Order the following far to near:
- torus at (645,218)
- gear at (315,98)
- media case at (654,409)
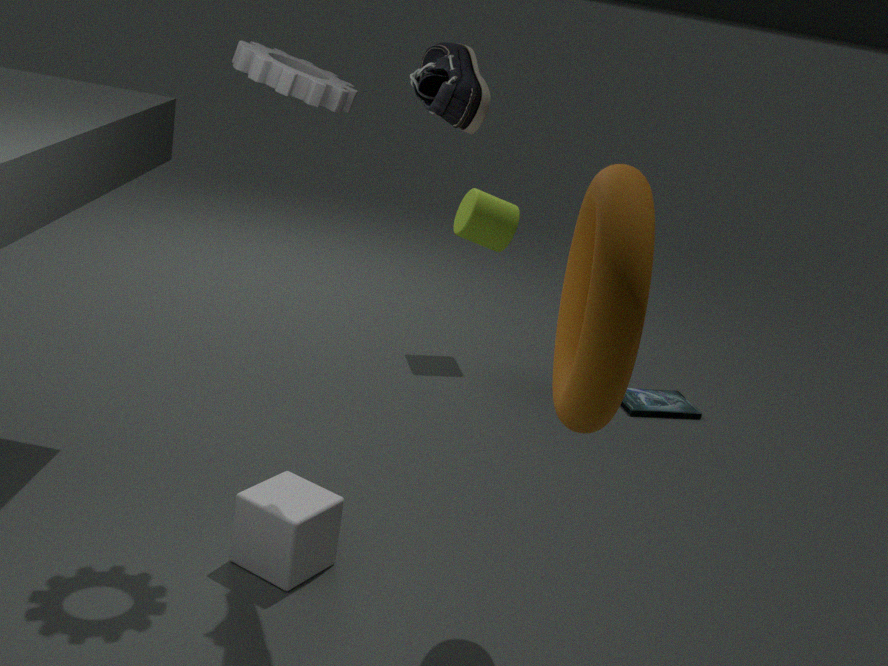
media case at (654,409) → gear at (315,98) → torus at (645,218)
